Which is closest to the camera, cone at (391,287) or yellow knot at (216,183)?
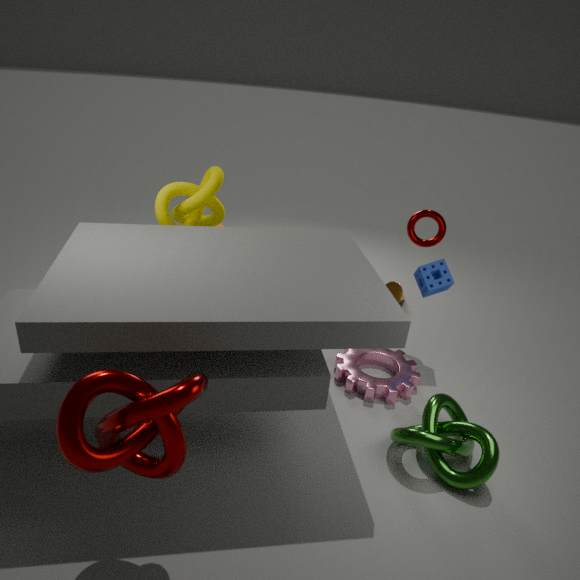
yellow knot at (216,183)
